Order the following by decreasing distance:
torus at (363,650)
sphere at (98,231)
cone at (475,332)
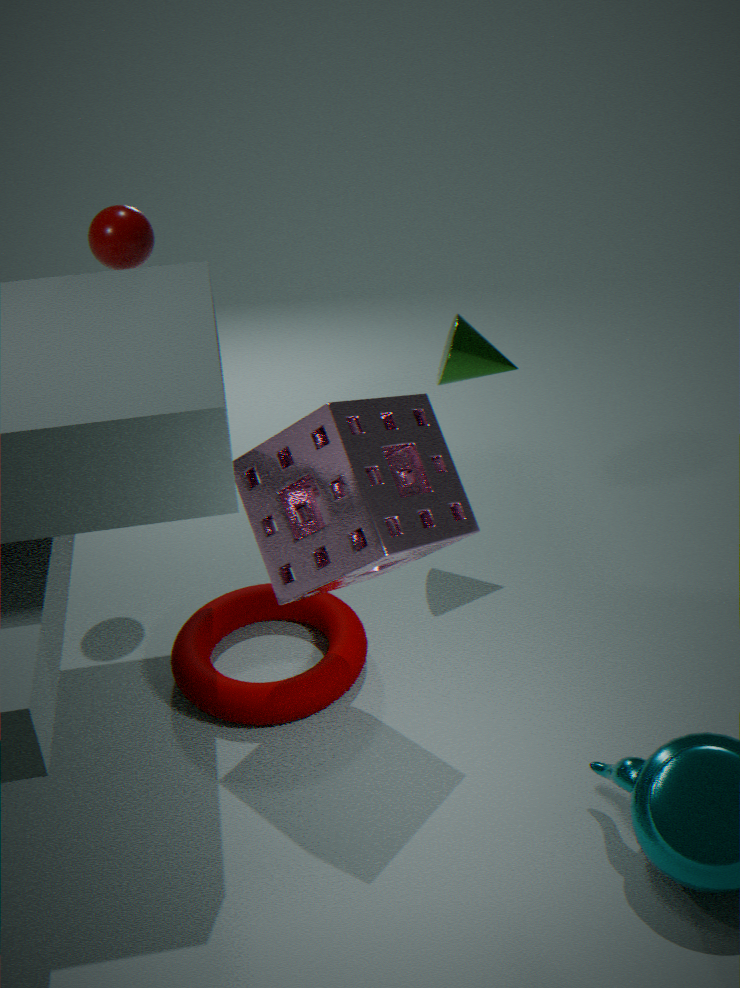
1. cone at (475,332)
2. sphere at (98,231)
3. torus at (363,650)
